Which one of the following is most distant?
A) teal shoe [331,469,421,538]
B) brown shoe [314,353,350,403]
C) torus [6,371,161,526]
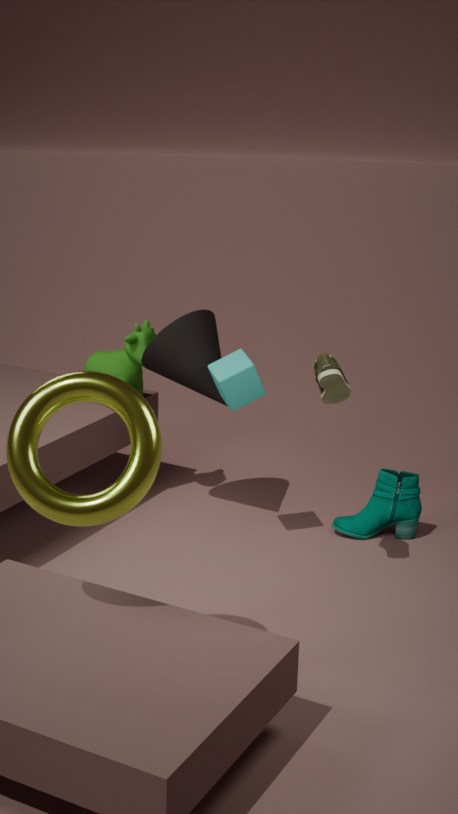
teal shoe [331,469,421,538]
